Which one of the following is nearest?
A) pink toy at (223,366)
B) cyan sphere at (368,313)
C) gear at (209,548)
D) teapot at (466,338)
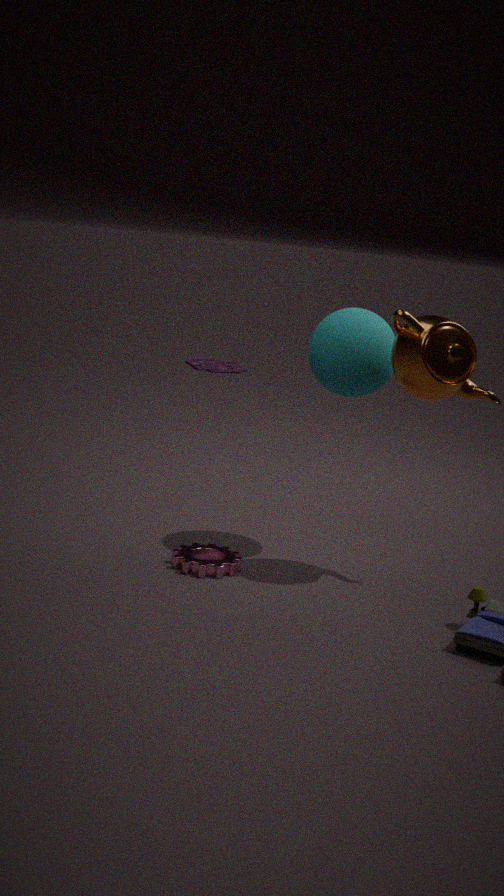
teapot at (466,338)
